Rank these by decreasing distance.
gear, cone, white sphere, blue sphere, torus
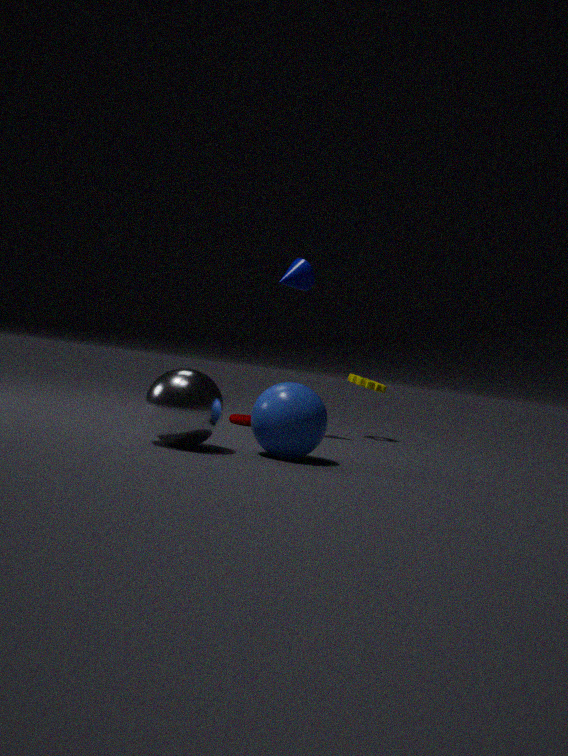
gear, torus, cone, blue sphere, white sphere
